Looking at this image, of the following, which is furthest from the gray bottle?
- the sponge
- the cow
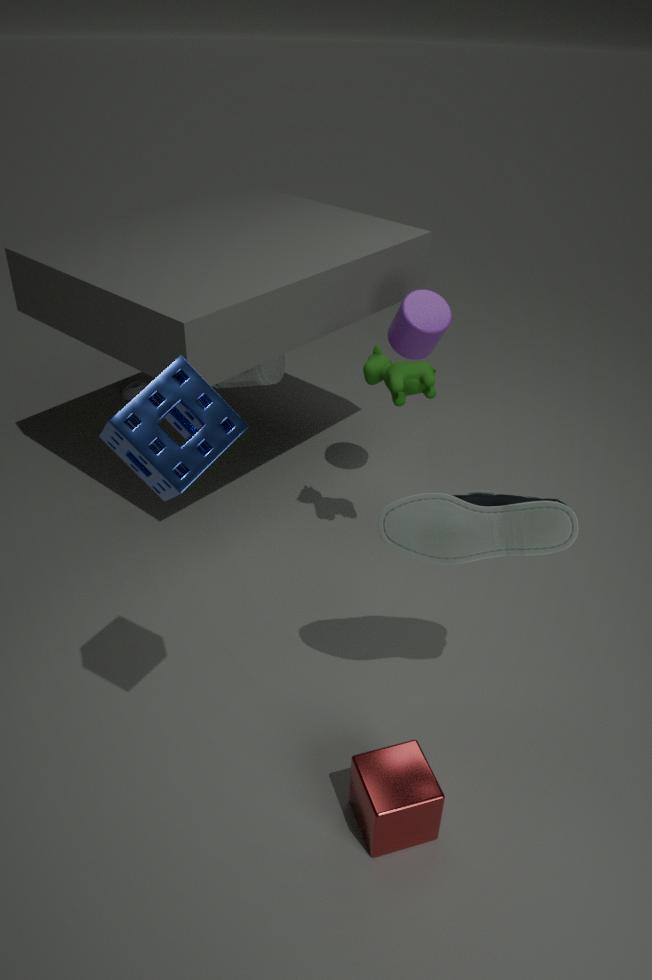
the sponge
